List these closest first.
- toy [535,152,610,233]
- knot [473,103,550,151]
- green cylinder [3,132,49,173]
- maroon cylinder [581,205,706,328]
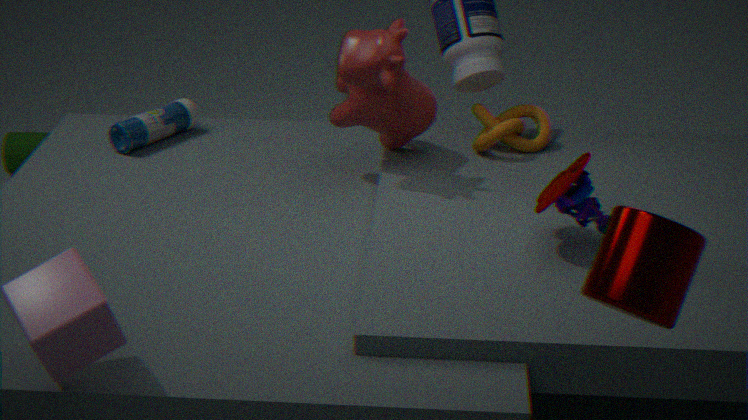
maroon cylinder [581,205,706,328], toy [535,152,610,233], knot [473,103,550,151], green cylinder [3,132,49,173]
